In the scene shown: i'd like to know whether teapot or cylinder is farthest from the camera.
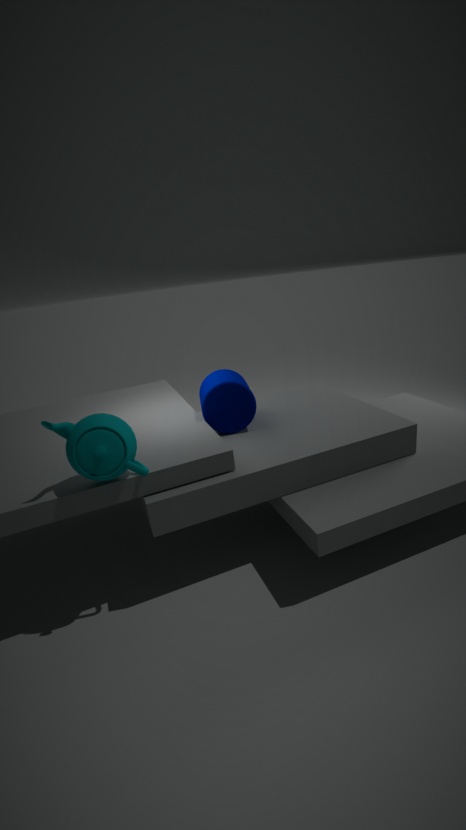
cylinder
